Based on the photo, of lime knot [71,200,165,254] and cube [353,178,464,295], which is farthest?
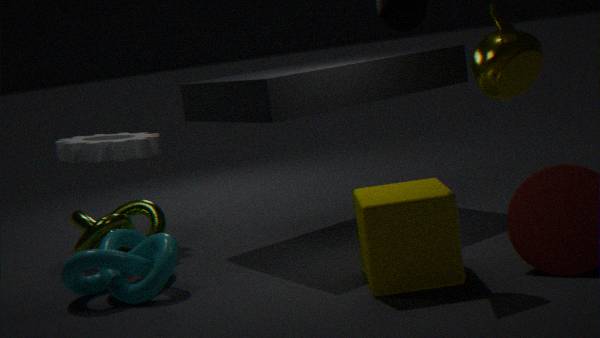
lime knot [71,200,165,254]
